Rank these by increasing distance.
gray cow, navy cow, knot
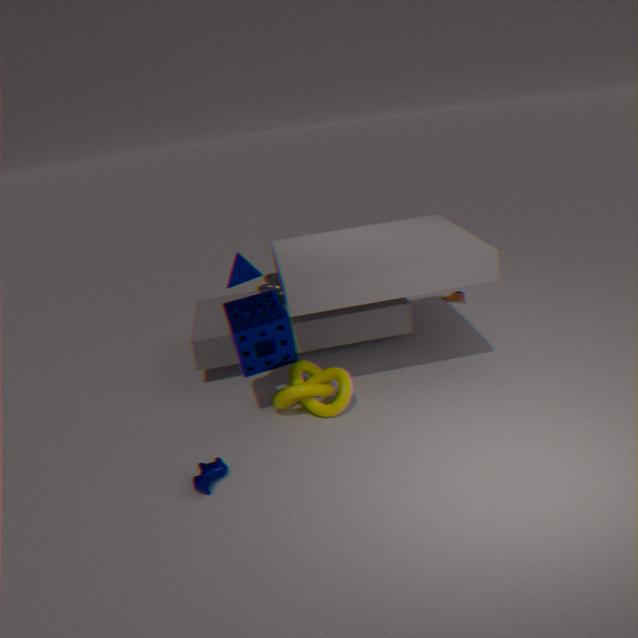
navy cow < knot < gray cow
